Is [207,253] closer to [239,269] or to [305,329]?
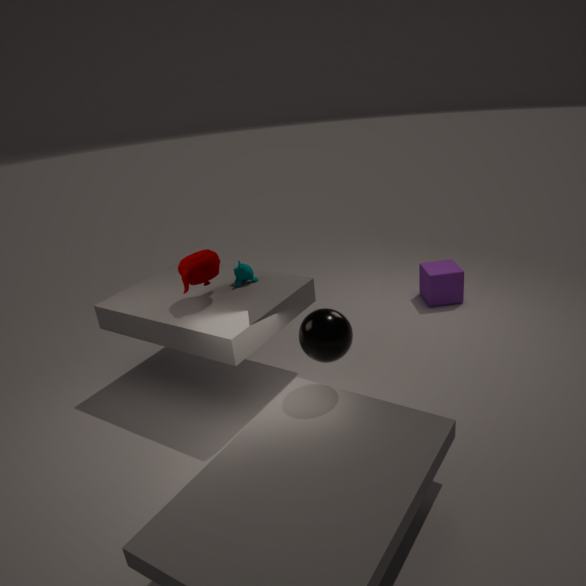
[239,269]
